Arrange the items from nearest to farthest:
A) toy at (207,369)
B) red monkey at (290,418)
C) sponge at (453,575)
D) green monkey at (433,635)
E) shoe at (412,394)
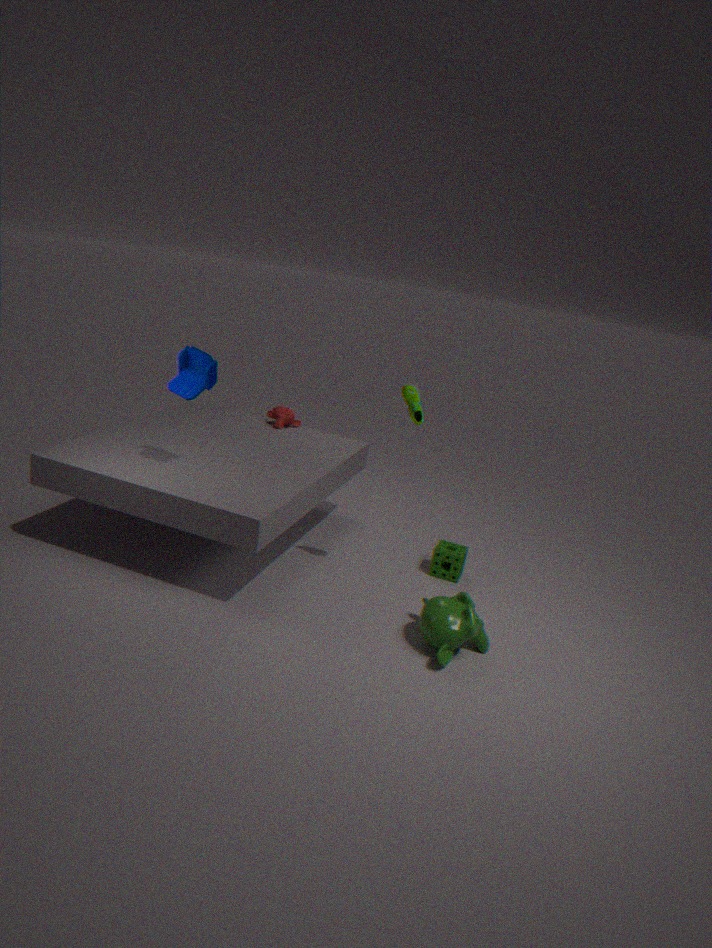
green monkey at (433,635)
shoe at (412,394)
toy at (207,369)
sponge at (453,575)
red monkey at (290,418)
